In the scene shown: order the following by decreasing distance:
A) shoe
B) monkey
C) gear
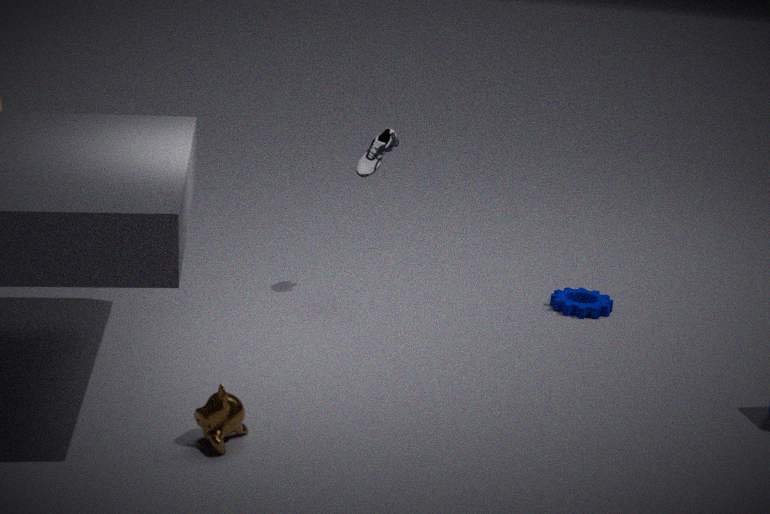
gear → shoe → monkey
